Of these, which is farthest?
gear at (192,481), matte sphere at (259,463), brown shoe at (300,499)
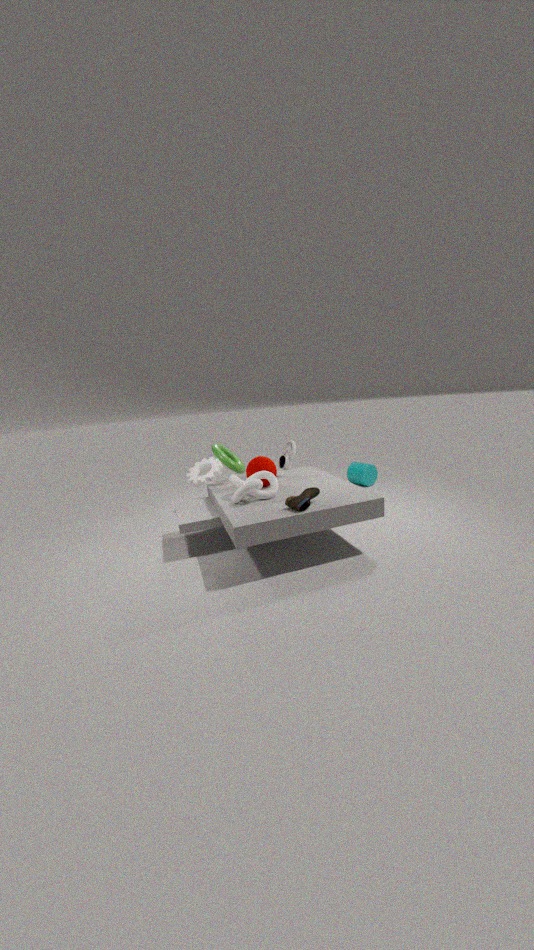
gear at (192,481)
